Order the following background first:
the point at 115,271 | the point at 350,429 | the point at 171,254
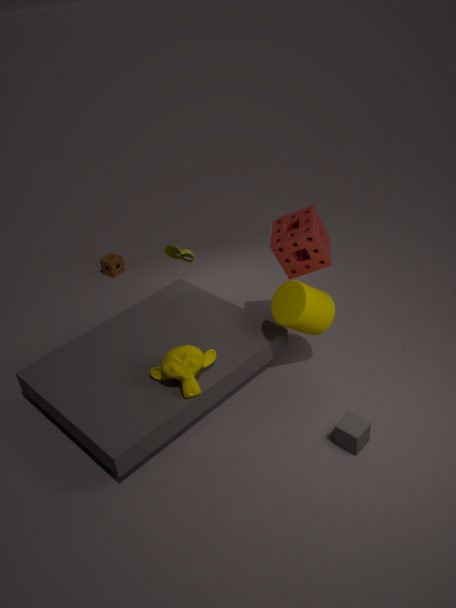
the point at 115,271 → the point at 171,254 → the point at 350,429
